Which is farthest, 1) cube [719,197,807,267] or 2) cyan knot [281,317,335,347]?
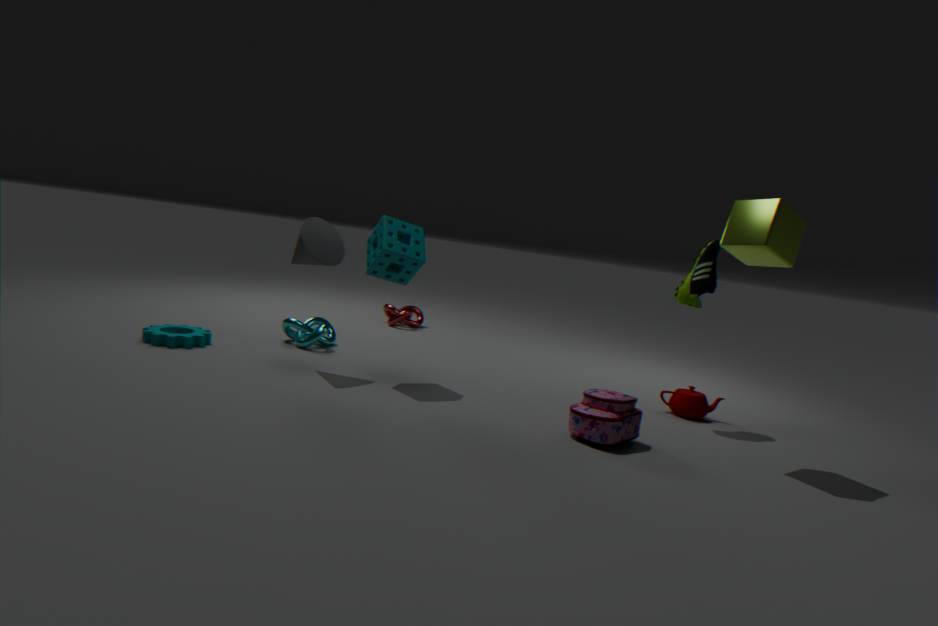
2. cyan knot [281,317,335,347]
